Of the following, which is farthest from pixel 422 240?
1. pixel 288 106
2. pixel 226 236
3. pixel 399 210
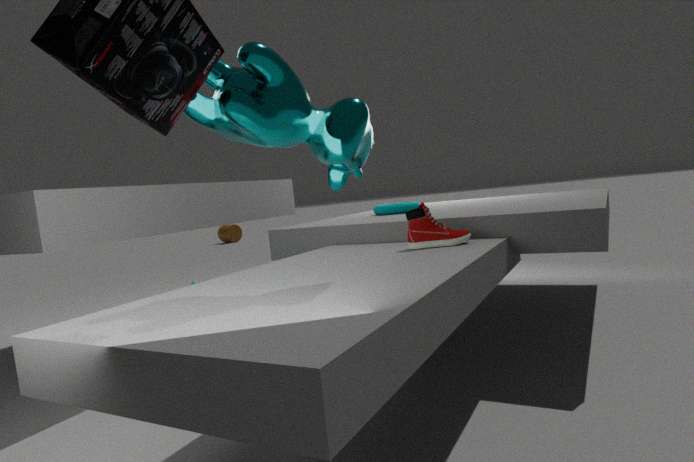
pixel 226 236
